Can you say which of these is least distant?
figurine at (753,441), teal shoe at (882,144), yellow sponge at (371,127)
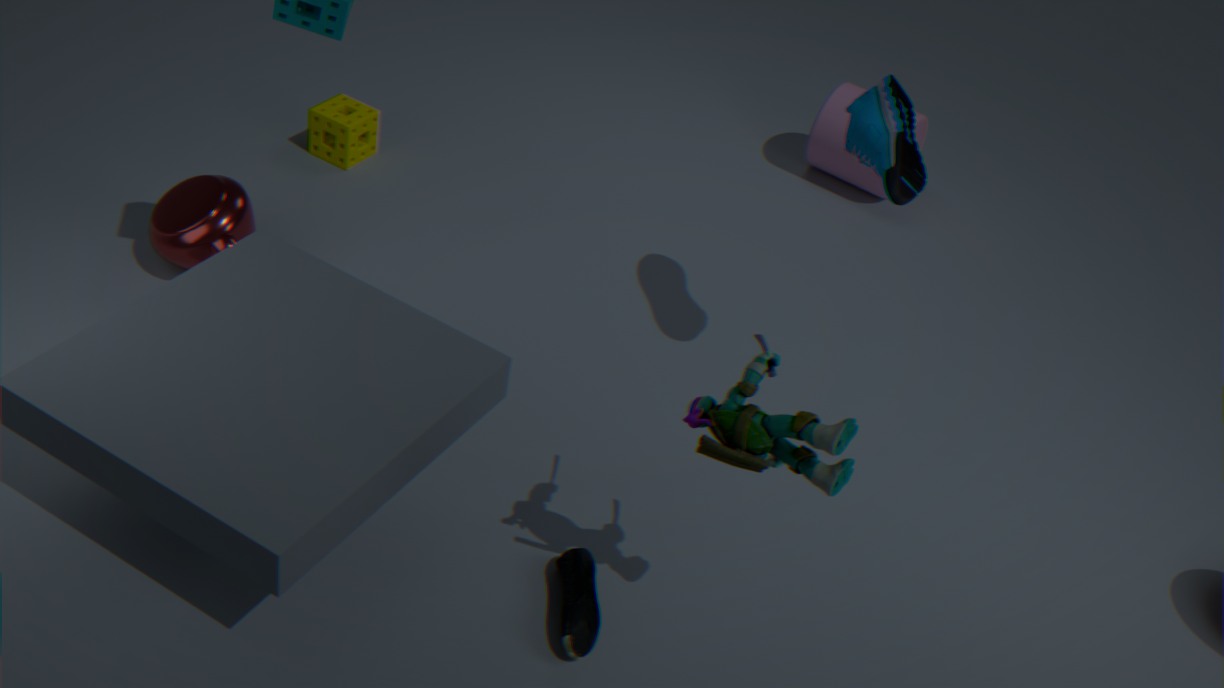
figurine at (753,441)
